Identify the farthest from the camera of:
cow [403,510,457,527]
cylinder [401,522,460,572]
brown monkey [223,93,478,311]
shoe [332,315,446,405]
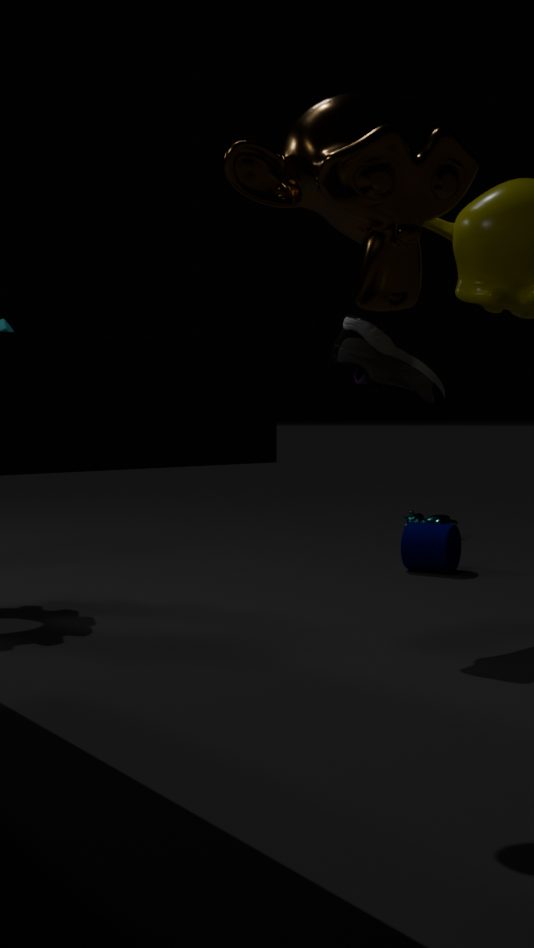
cow [403,510,457,527]
